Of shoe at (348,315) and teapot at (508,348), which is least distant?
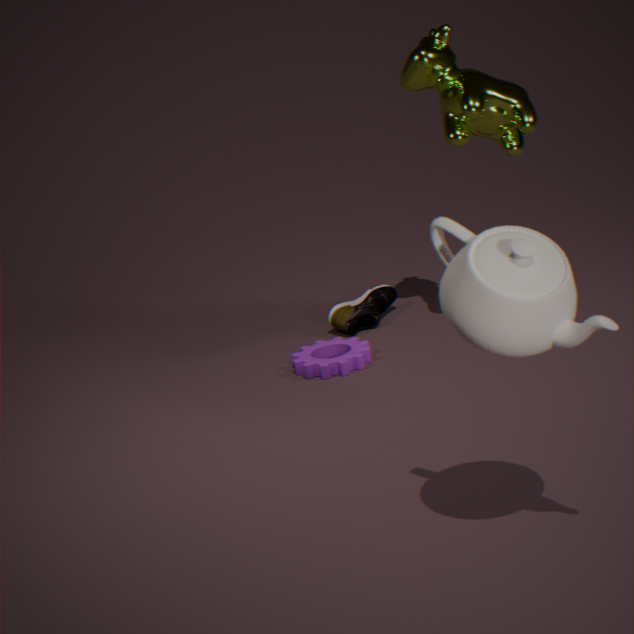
teapot at (508,348)
